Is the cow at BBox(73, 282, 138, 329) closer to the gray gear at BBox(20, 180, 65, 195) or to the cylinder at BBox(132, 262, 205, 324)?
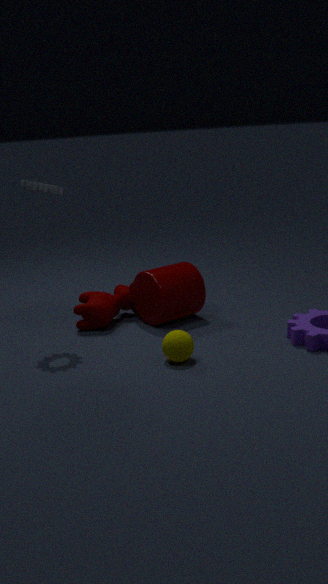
the cylinder at BBox(132, 262, 205, 324)
